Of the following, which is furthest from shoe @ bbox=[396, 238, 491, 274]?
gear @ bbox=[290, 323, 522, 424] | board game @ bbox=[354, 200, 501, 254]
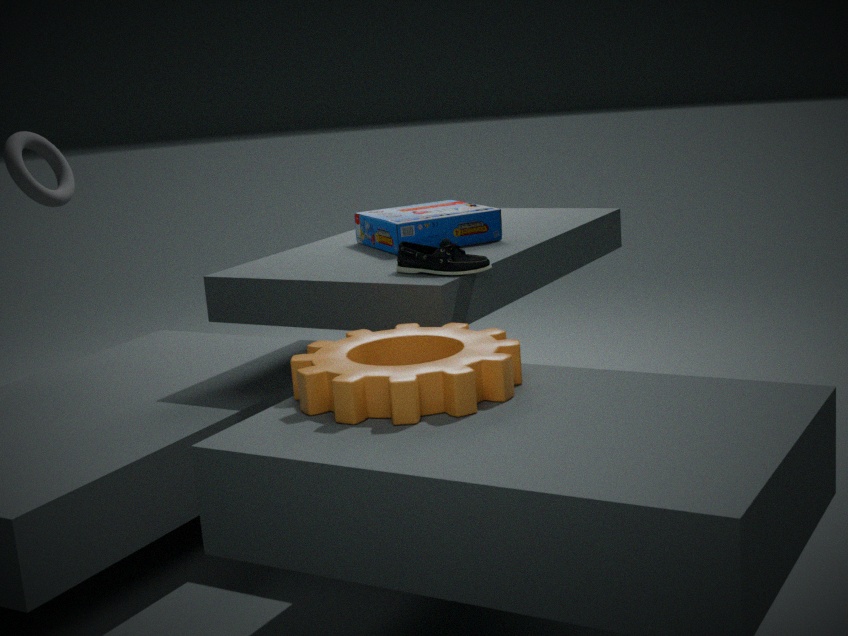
gear @ bbox=[290, 323, 522, 424]
